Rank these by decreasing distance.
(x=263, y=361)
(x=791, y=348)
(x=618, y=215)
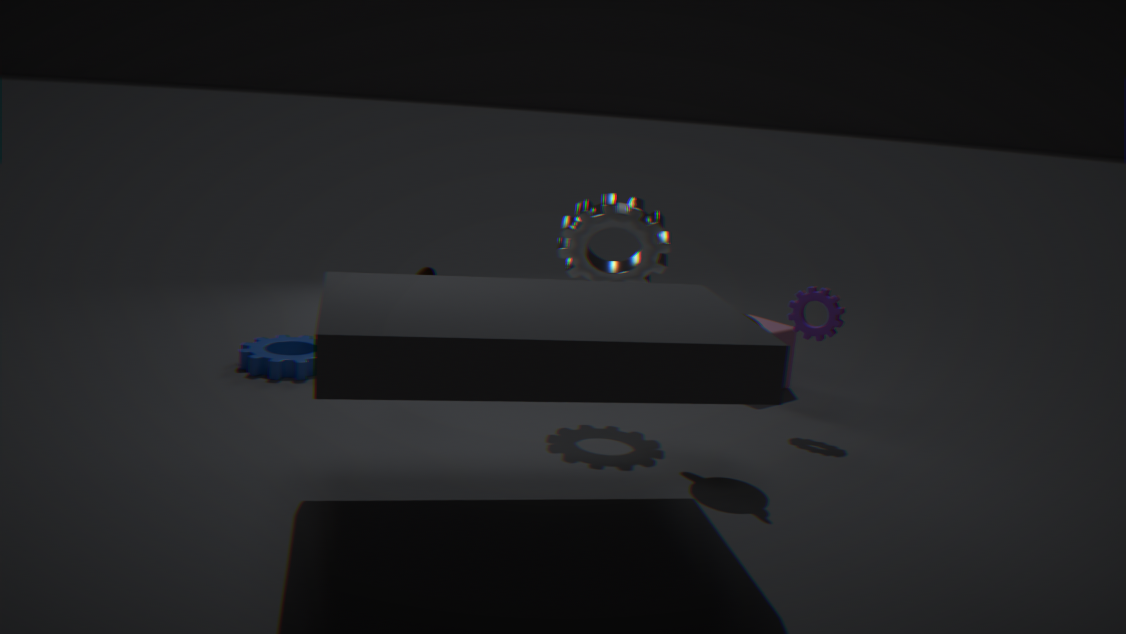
(x=791, y=348), (x=263, y=361), (x=618, y=215)
